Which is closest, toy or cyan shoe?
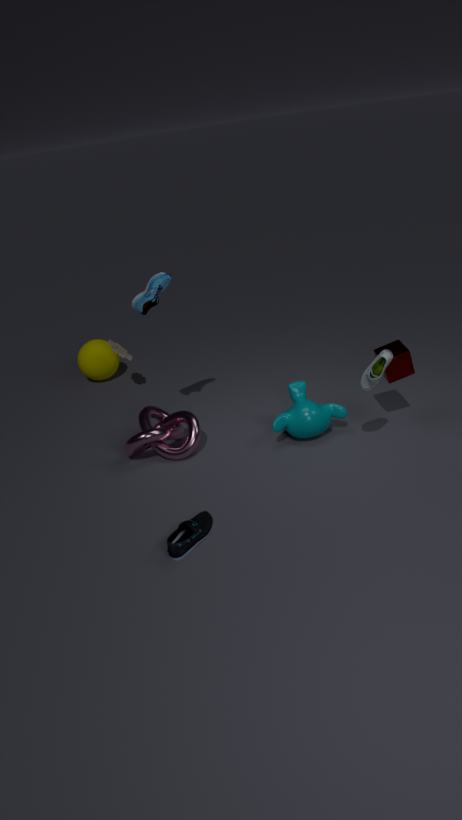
cyan shoe
